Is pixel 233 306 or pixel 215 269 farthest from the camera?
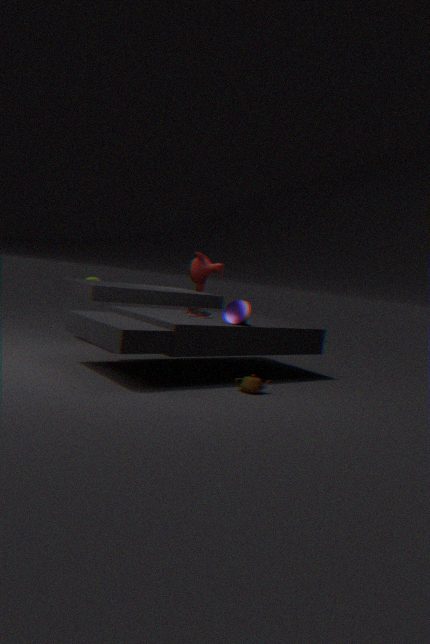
pixel 215 269
